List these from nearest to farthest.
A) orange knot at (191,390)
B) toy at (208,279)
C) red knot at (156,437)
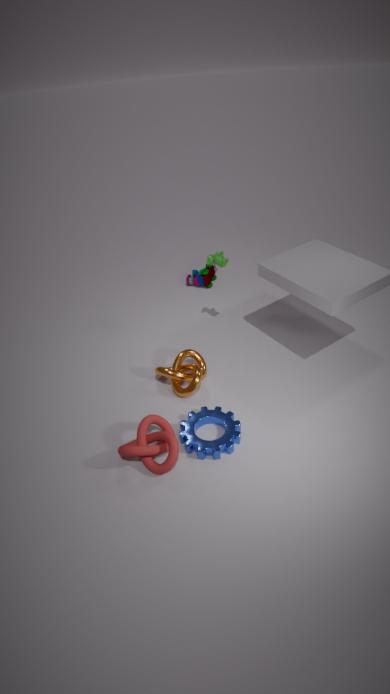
red knot at (156,437) < orange knot at (191,390) < toy at (208,279)
